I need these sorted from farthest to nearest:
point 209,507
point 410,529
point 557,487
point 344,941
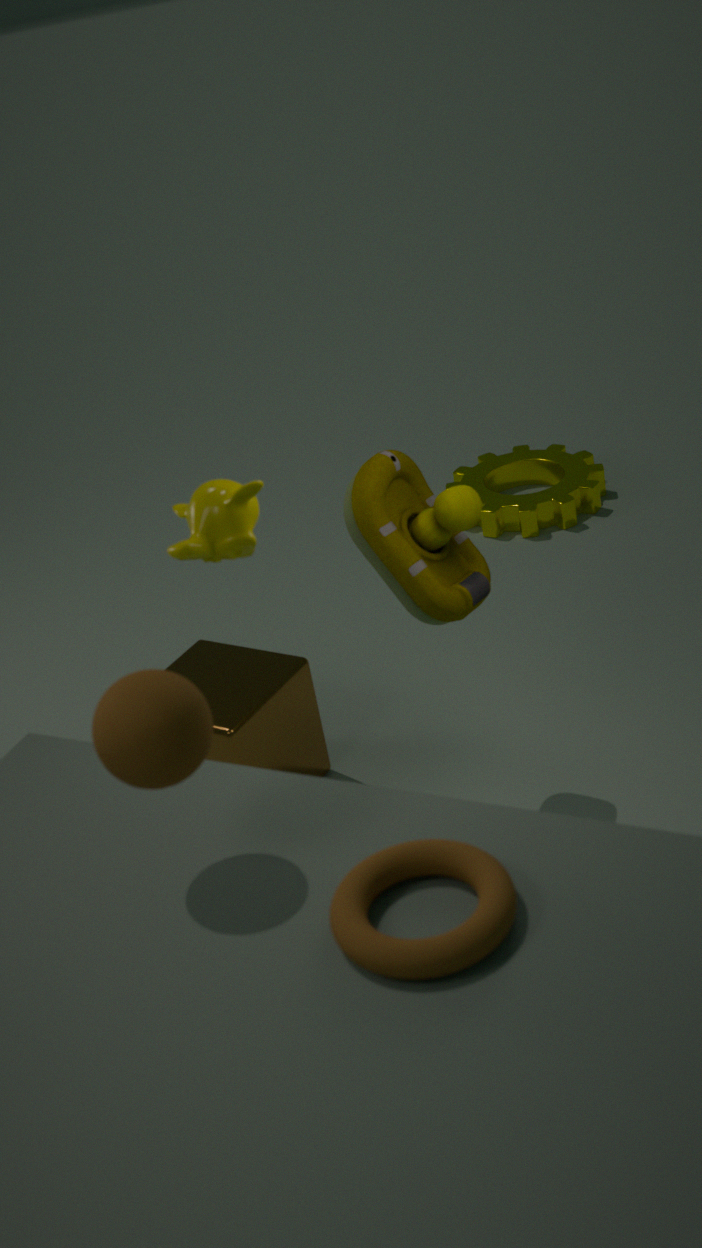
point 557,487, point 410,529, point 209,507, point 344,941
